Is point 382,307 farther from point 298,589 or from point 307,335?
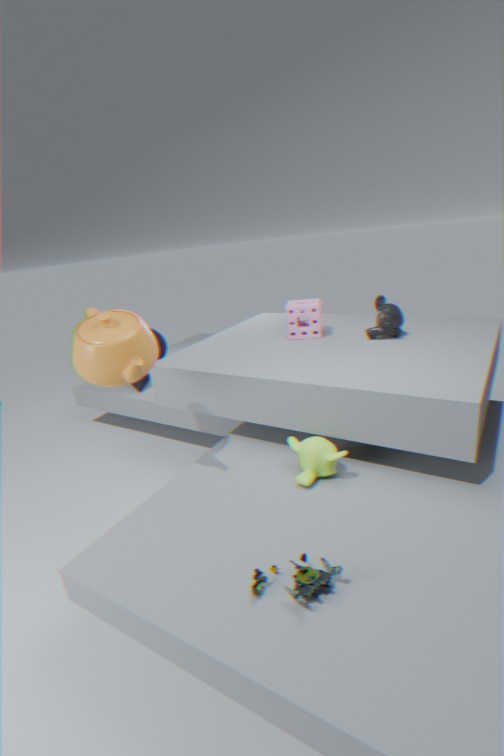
point 298,589
